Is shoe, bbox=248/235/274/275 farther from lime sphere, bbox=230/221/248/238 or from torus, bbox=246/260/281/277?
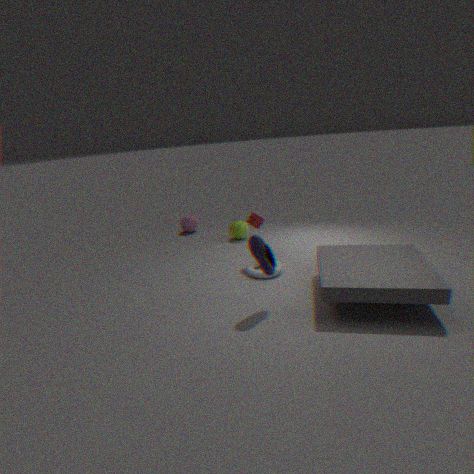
lime sphere, bbox=230/221/248/238
